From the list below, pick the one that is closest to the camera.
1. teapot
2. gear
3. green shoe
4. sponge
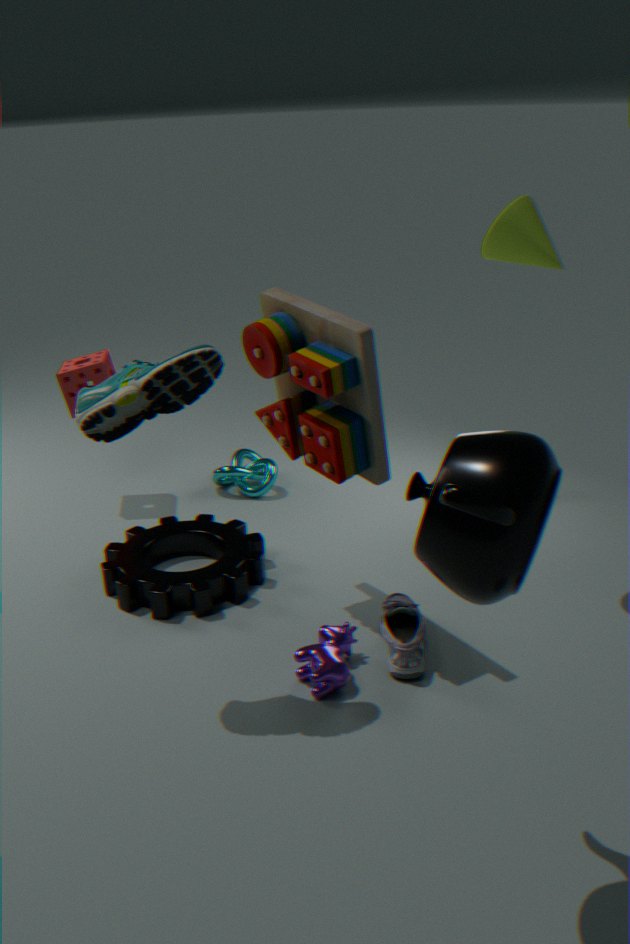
teapot
